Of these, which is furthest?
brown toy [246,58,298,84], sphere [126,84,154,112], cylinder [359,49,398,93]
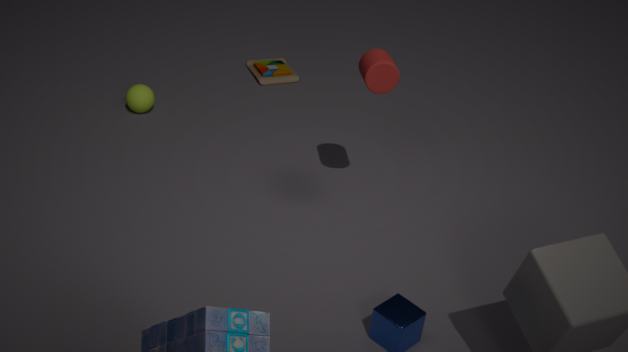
brown toy [246,58,298,84]
